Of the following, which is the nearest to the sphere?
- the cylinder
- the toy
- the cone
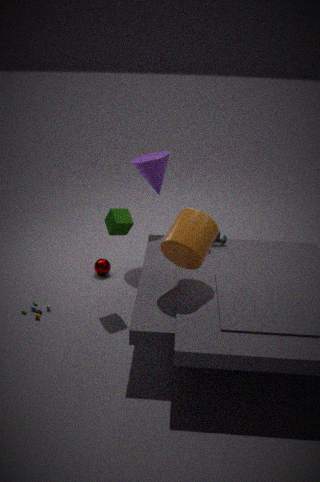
the toy
